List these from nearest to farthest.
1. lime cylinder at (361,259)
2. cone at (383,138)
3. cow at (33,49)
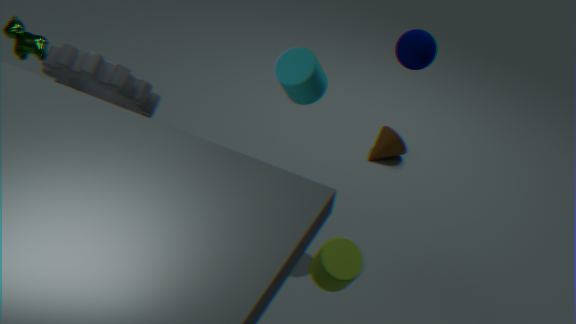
lime cylinder at (361,259)
cow at (33,49)
cone at (383,138)
